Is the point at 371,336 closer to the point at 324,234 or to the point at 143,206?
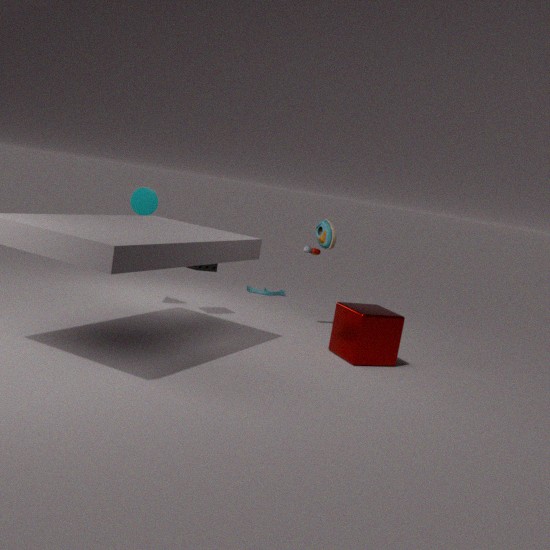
the point at 324,234
